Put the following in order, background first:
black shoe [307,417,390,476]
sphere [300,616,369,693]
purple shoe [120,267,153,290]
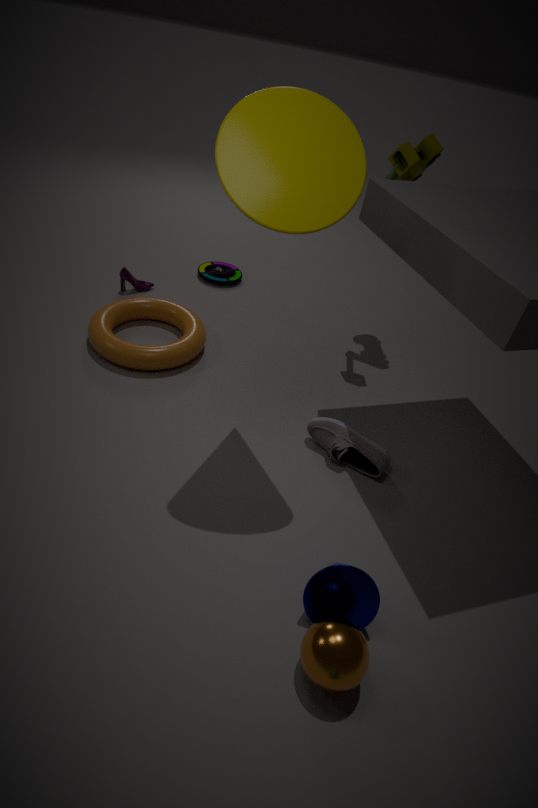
purple shoe [120,267,153,290], black shoe [307,417,390,476], sphere [300,616,369,693]
